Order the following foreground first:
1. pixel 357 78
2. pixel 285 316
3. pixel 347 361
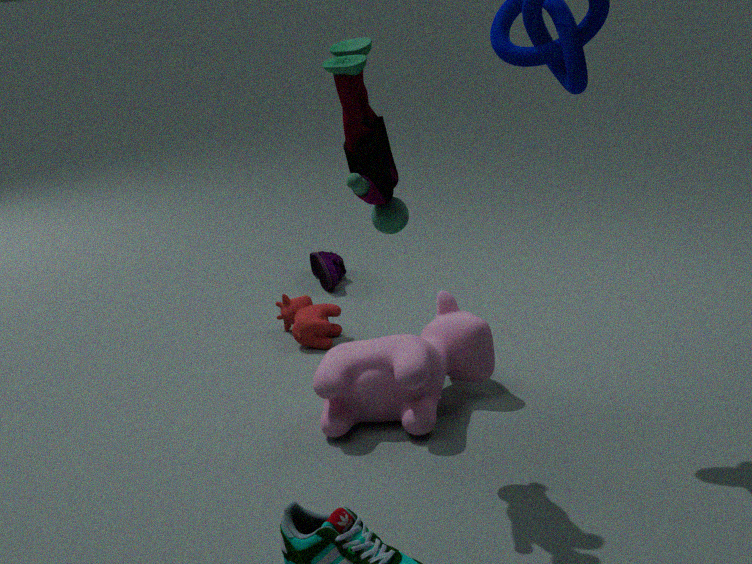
1. pixel 357 78
2. pixel 347 361
3. pixel 285 316
